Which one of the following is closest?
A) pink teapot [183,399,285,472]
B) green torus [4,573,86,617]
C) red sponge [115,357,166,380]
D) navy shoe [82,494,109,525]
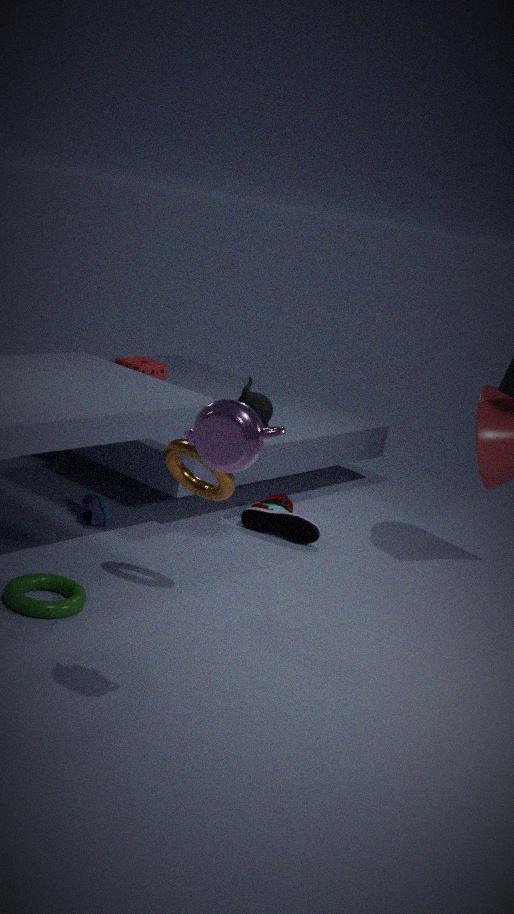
pink teapot [183,399,285,472]
